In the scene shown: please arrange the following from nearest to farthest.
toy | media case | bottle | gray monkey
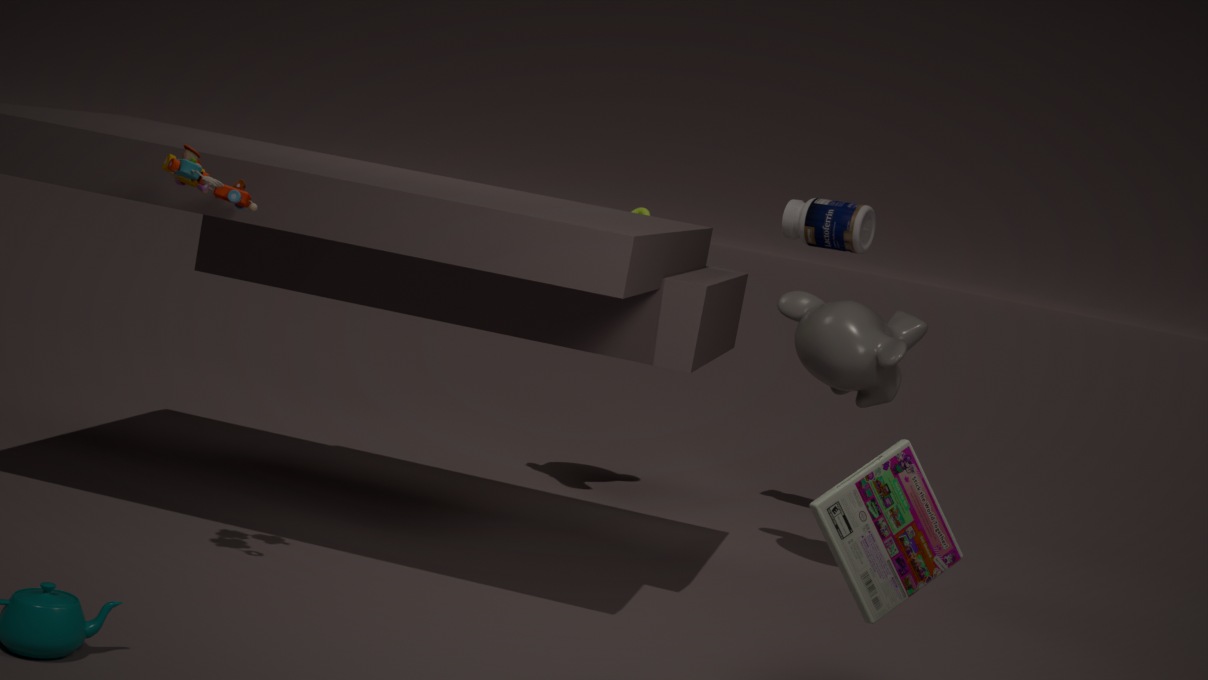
media case → toy → gray monkey → bottle
